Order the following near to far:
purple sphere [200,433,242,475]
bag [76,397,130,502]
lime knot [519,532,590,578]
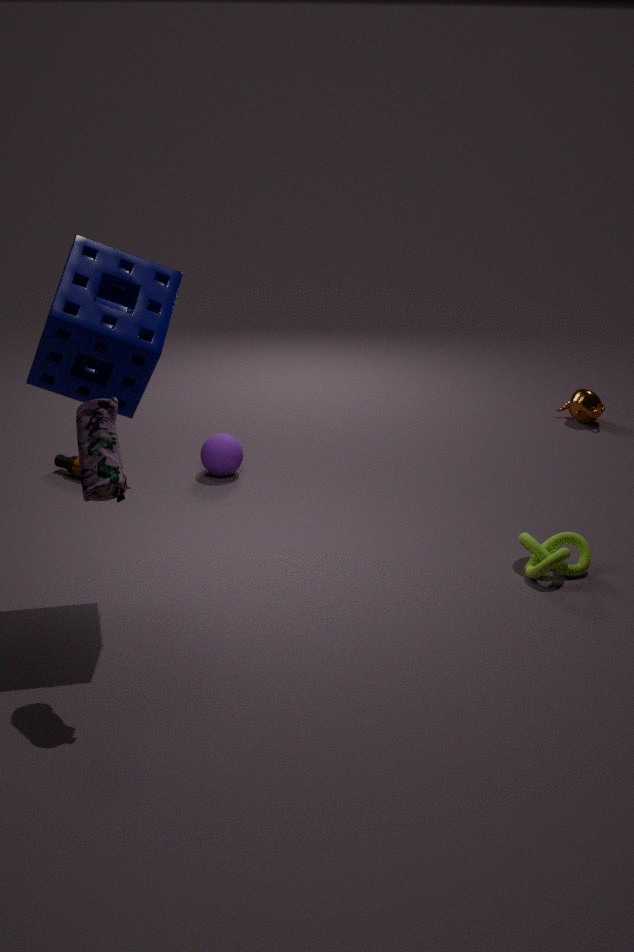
bag [76,397,130,502] → lime knot [519,532,590,578] → purple sphere [200,433,242,475]
